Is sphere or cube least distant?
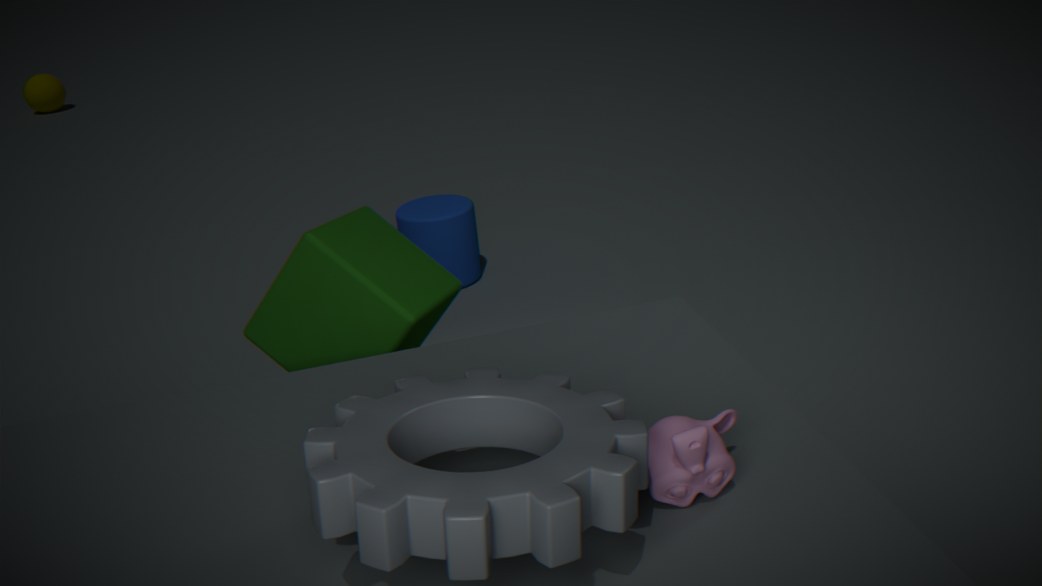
cube
